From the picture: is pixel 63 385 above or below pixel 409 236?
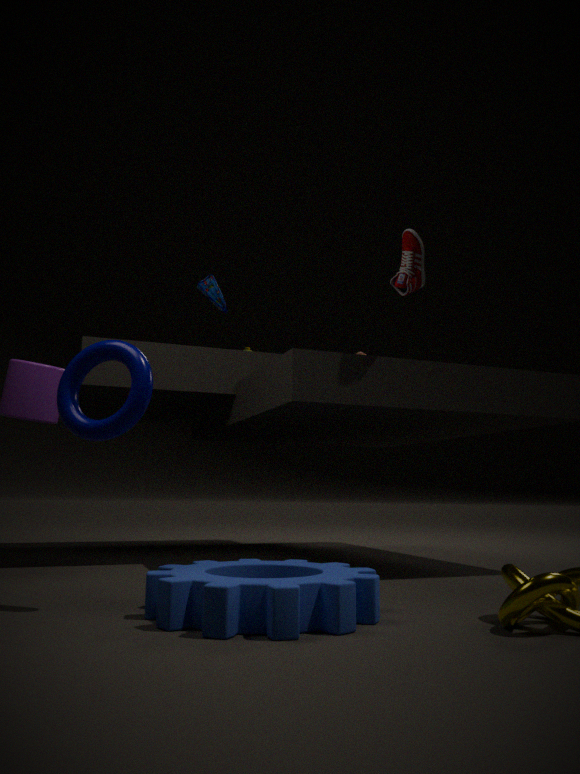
below
